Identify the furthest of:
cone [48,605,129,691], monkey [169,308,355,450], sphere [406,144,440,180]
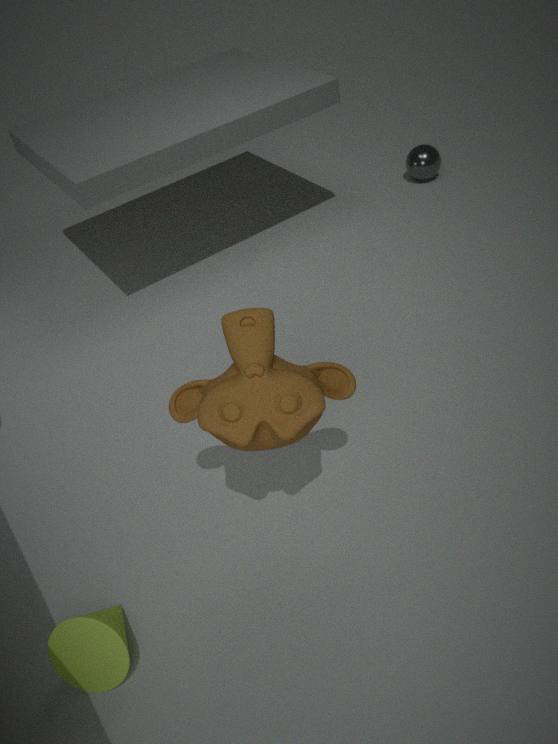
sphere [406,144,440,180]
